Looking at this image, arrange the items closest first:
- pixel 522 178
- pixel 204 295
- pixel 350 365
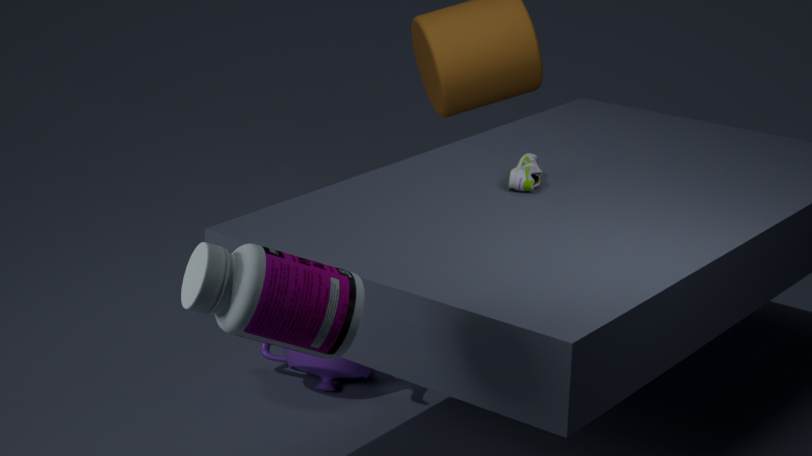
pixel 204 295 < pixel 522 178 < pixel 350 365
